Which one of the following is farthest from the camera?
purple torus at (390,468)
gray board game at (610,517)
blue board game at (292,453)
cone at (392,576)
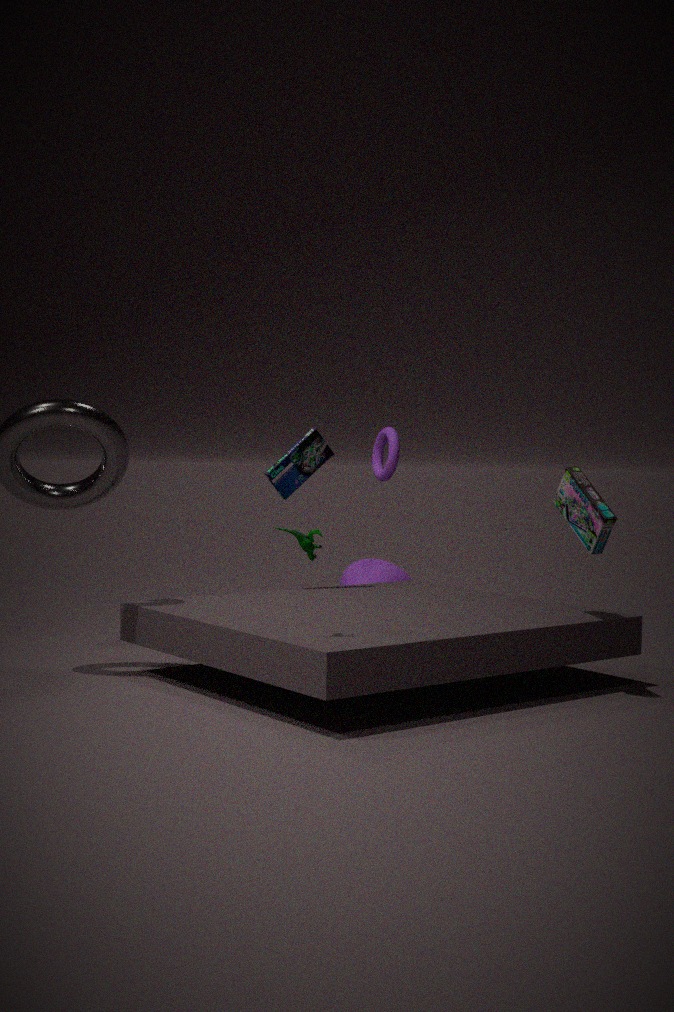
cone at (392,576)
